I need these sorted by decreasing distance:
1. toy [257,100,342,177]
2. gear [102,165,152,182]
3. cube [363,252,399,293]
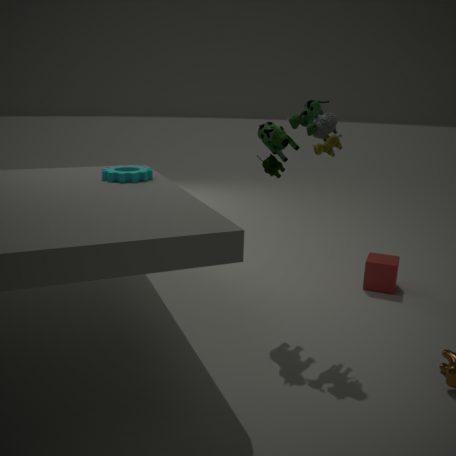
cube [363,252,399,293] < gear [102,165,152,182] < toy [257,100,342,177]
